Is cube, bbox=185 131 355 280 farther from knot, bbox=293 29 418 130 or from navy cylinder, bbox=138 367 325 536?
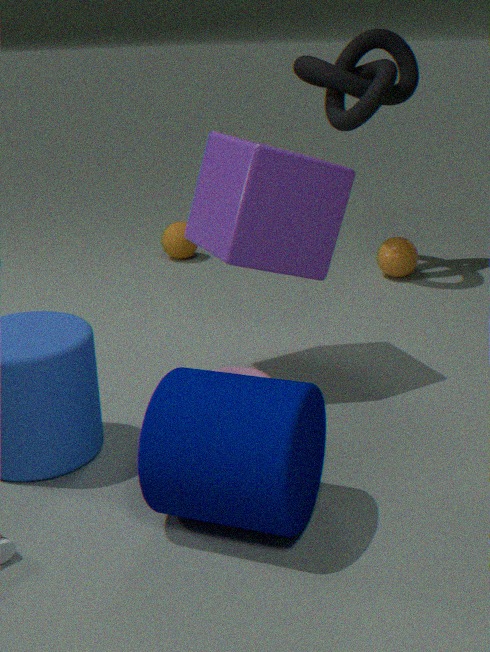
knot, bbox=293 29 418 130
